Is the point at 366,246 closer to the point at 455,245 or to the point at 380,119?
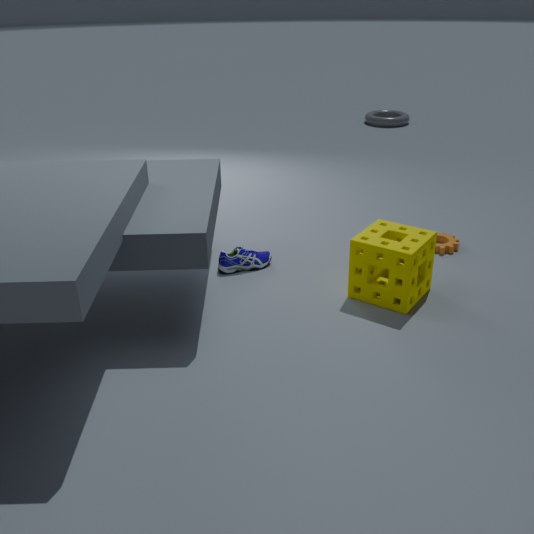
the point at 455,245
